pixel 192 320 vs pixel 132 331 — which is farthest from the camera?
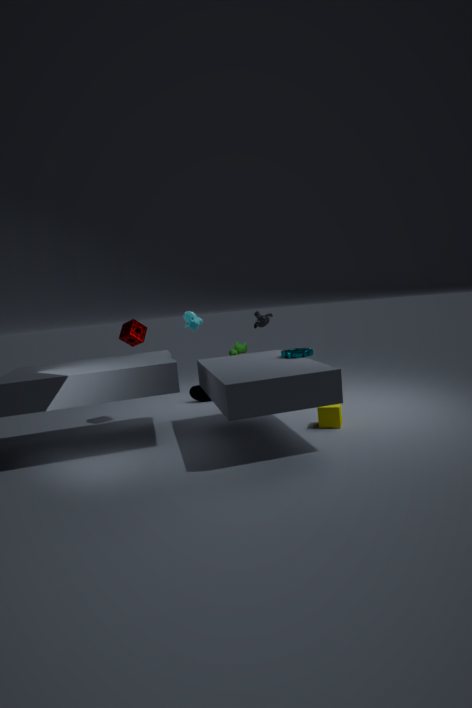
pixel 132 331
